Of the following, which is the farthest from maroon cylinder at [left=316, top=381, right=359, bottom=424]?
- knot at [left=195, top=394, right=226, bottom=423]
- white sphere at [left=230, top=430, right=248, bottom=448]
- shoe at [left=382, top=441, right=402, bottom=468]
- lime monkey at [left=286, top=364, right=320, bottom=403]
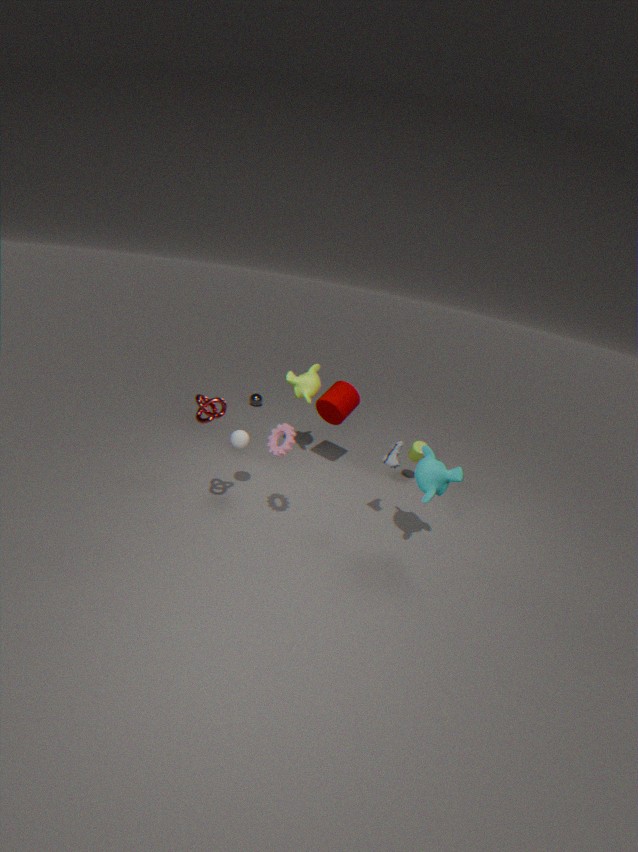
knot at [left=195, top=394, right=226, bottom=423]
